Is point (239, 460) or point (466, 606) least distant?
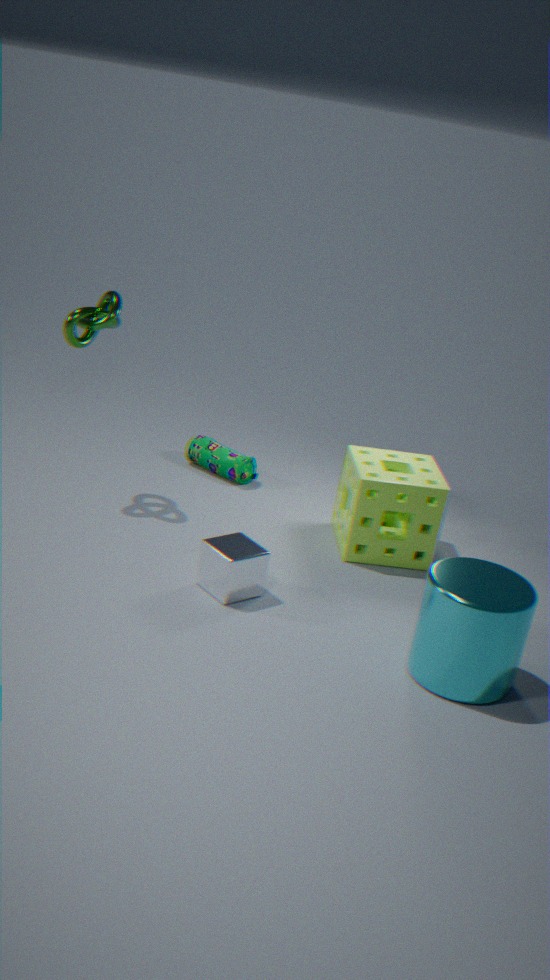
point (466, 606)
